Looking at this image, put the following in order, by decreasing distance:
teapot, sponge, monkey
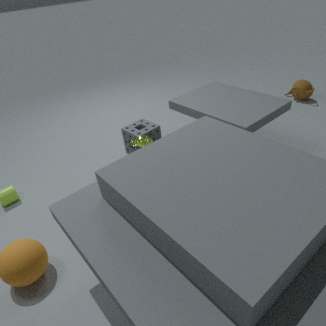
teapot < sponge < monkey
